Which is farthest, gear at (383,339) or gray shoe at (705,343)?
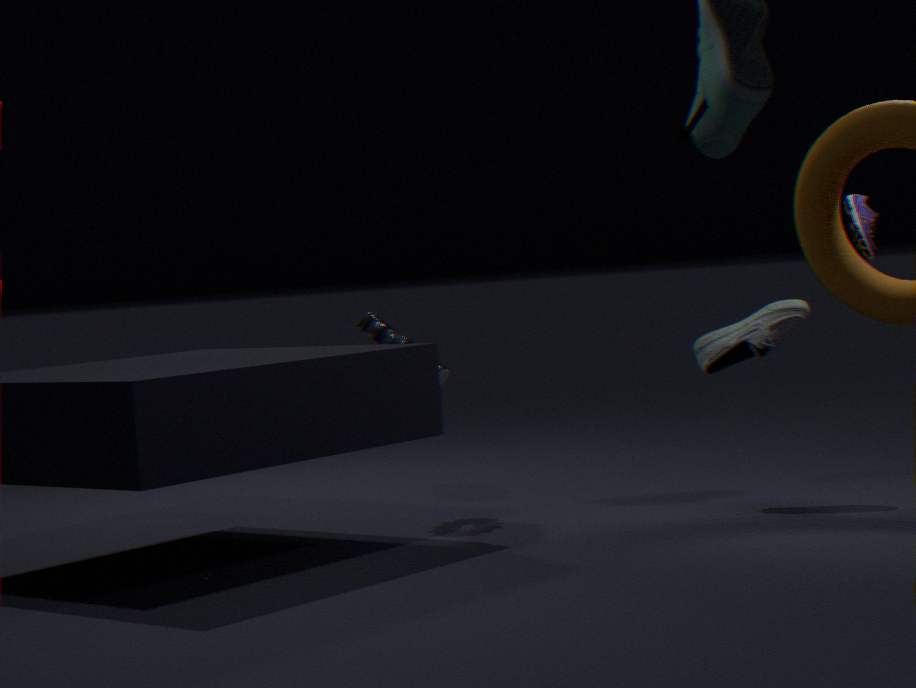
gear at (383,339)
